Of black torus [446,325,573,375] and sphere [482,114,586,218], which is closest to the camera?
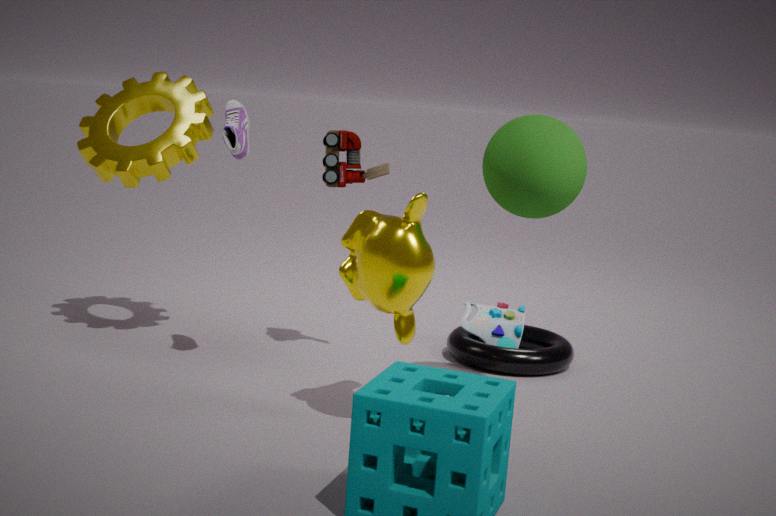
sphere [482,114,586,218]
